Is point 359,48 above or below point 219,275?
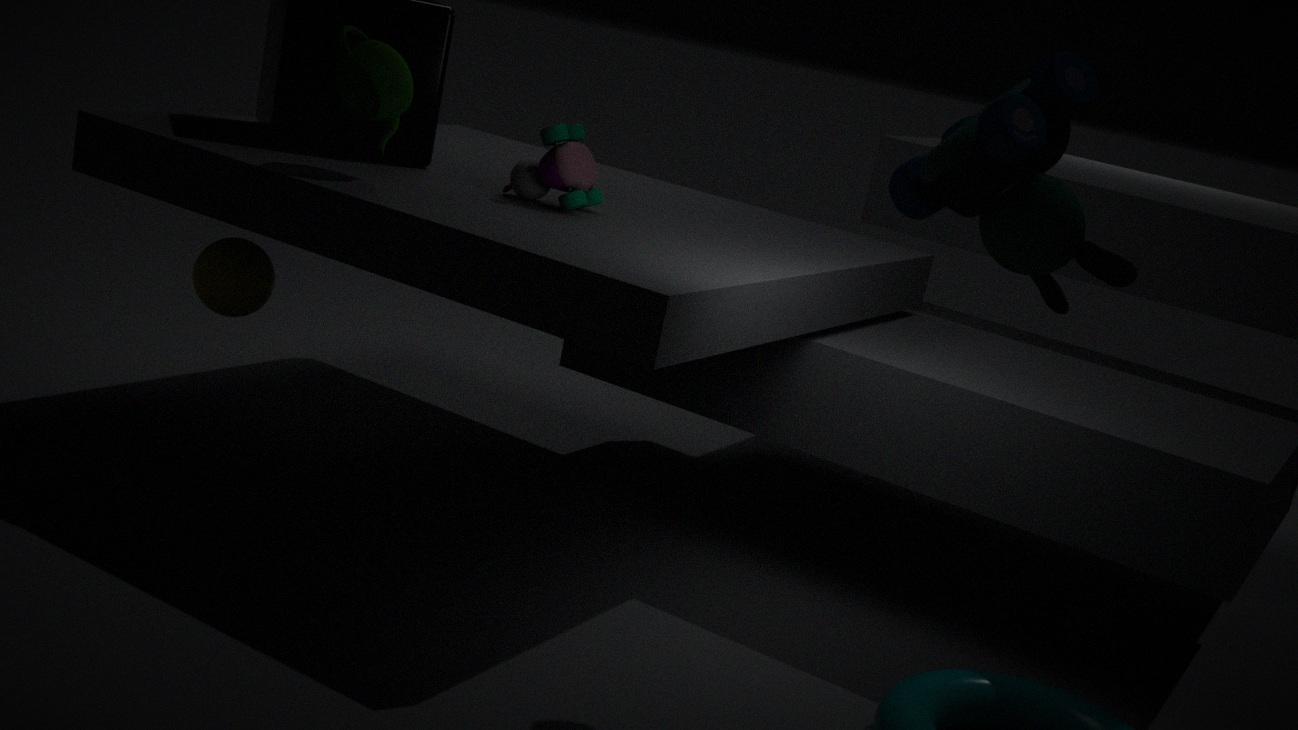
above
